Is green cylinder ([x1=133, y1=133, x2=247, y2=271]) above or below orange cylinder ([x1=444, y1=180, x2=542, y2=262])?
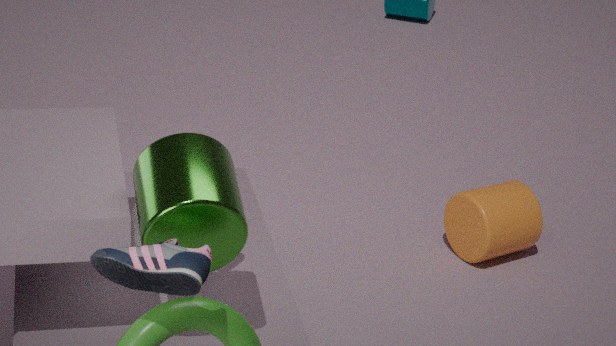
above
